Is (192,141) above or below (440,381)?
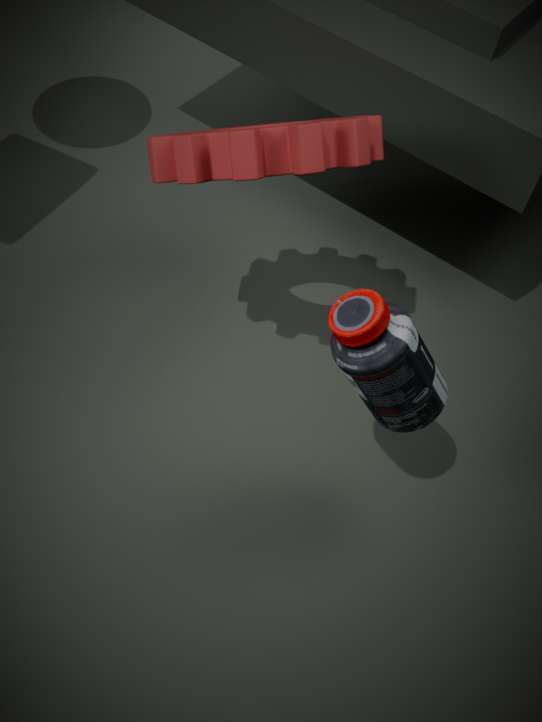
above
